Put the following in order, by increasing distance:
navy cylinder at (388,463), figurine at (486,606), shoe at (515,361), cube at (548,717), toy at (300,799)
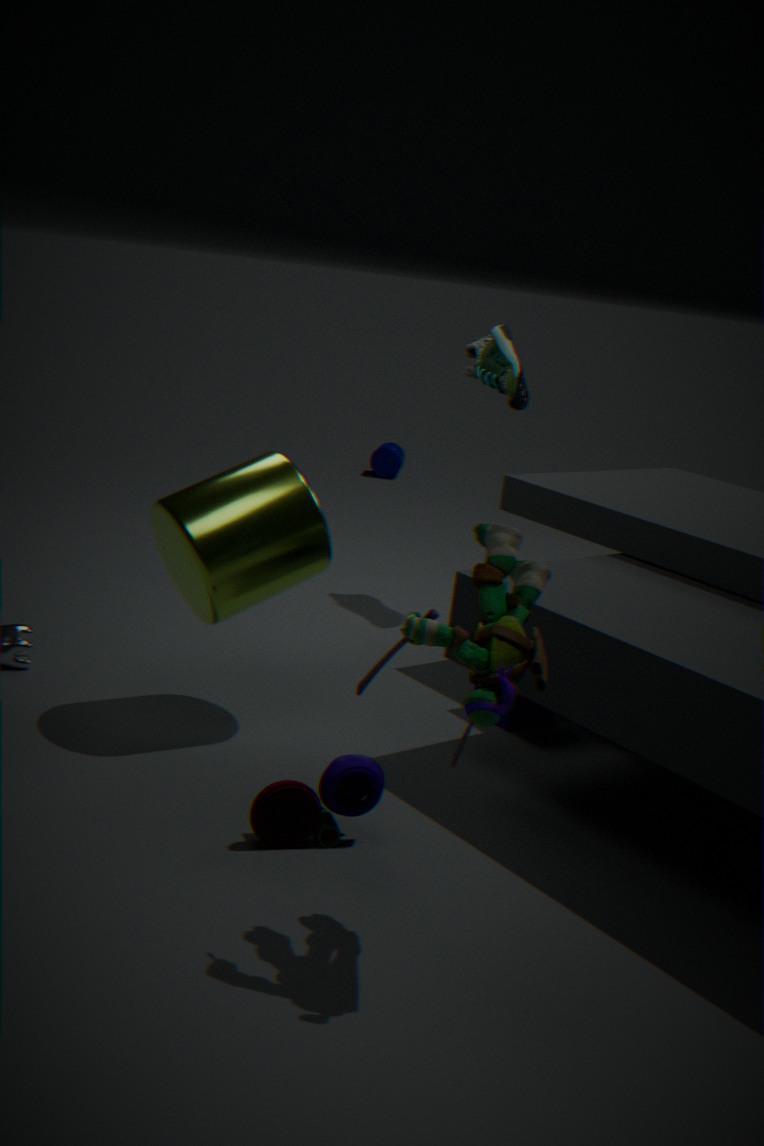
figurine at (486,606) → toy at (300,799) → cube at (548,717) → shoe at (515,361) → navy cylinder at (388,463)
